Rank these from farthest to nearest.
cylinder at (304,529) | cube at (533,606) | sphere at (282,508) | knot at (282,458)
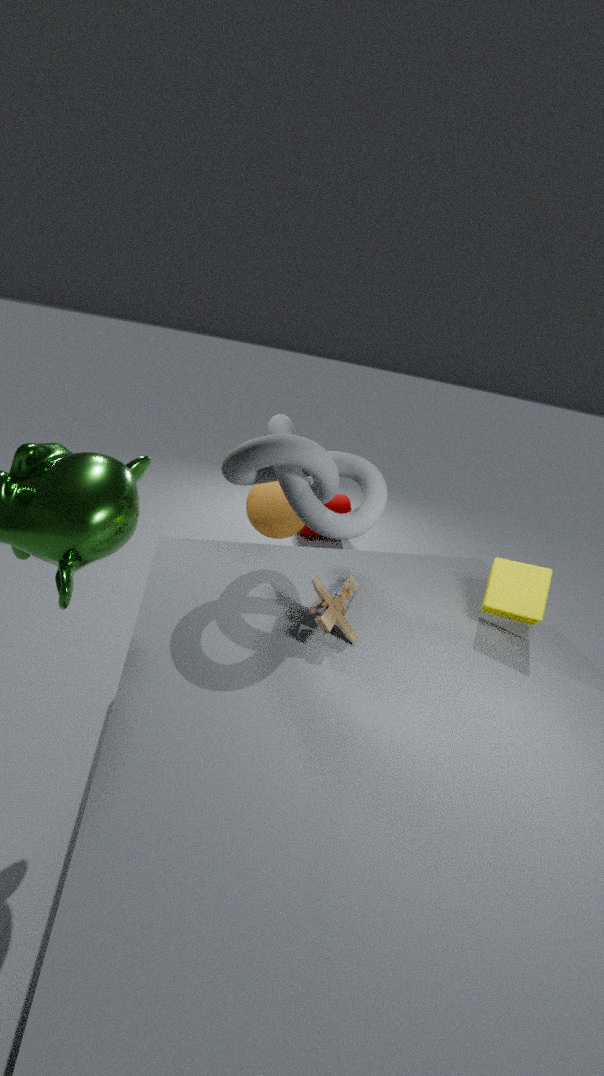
1. cylinder at (304,529)
2. sphere at (282,508)
3. cube at (533,606)
4. knot at (282,458)
